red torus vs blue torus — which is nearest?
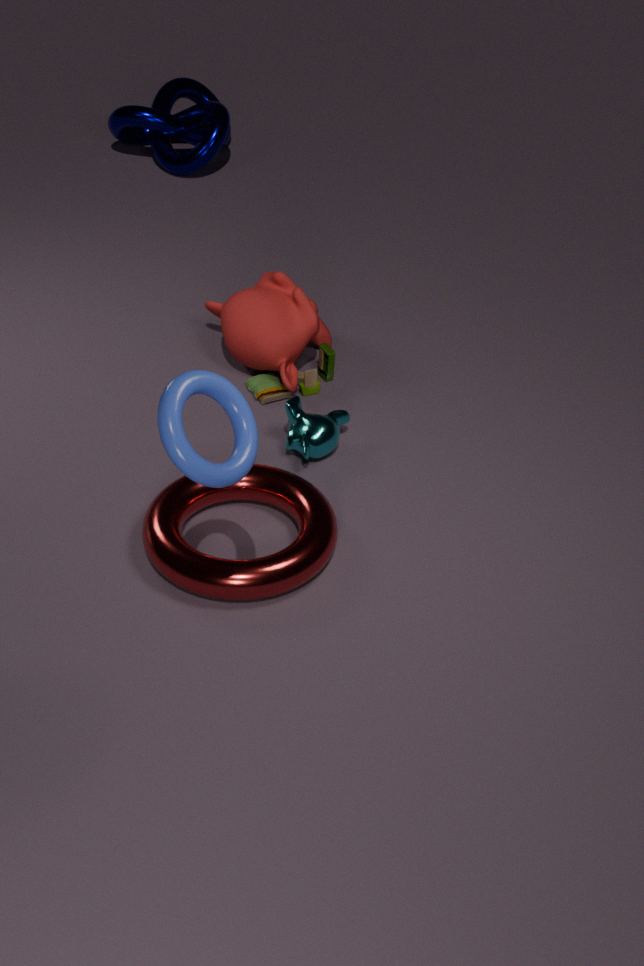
blue torus
